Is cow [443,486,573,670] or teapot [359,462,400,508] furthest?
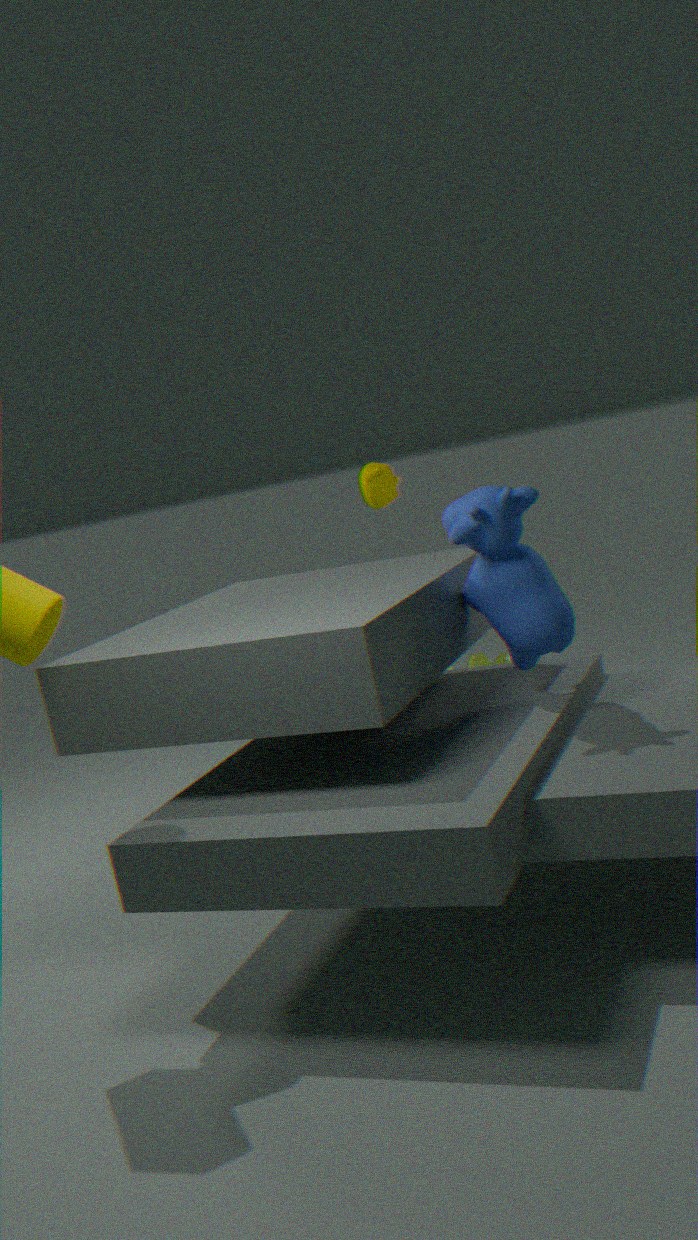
teapot [359,462,400,508]
